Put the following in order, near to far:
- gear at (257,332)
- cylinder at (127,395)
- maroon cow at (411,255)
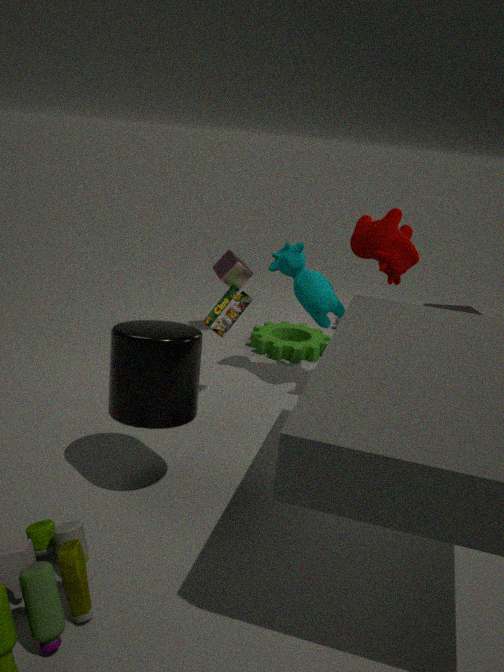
cylinder at (127,395) < maroon cow at (411,255) < gear at (257,332)
